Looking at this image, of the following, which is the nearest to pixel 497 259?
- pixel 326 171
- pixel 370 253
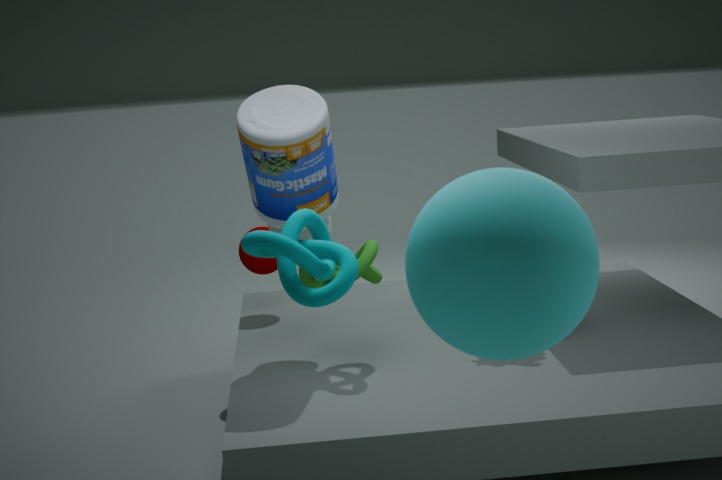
pixel 370 253
